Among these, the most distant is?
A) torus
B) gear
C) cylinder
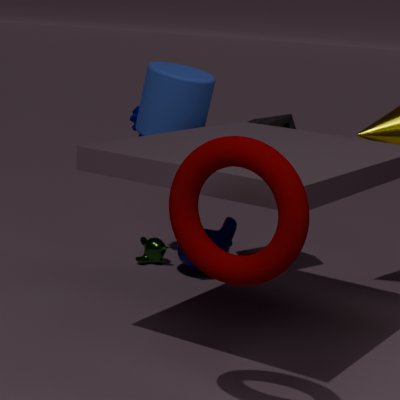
gear
